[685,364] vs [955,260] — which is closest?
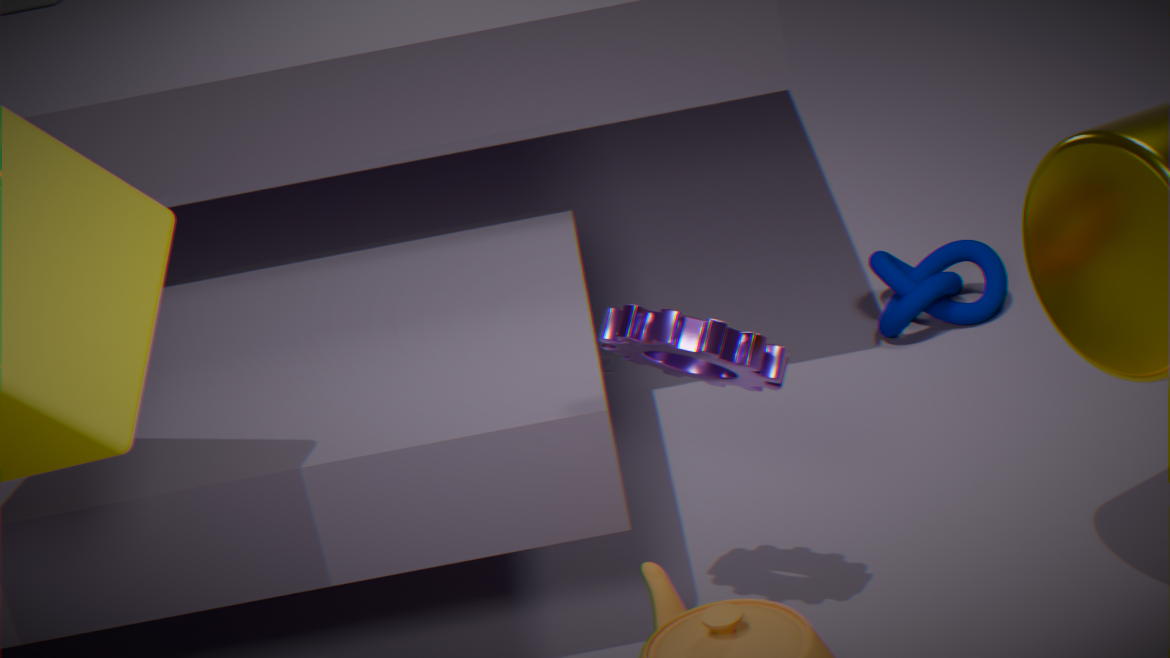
[685,364]
